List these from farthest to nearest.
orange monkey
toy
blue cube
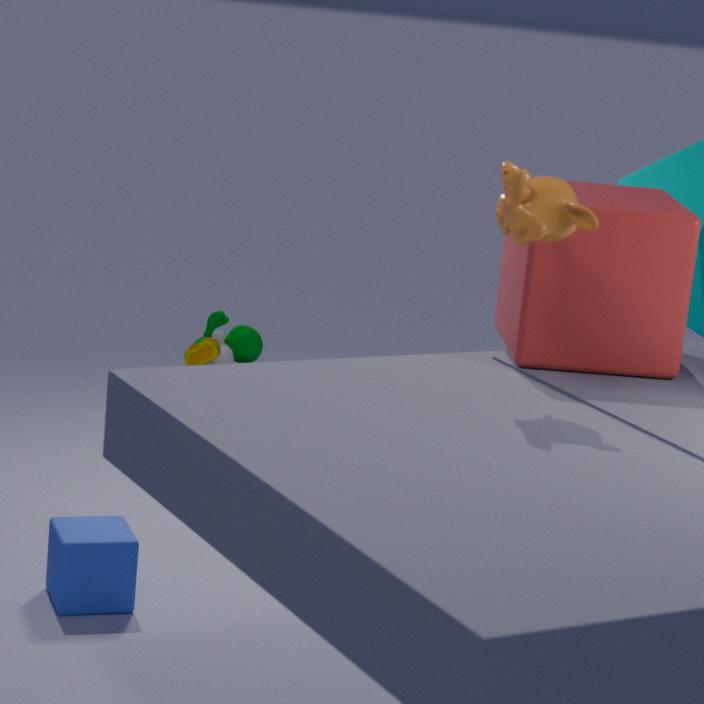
toy < blue cube < orange monkey
